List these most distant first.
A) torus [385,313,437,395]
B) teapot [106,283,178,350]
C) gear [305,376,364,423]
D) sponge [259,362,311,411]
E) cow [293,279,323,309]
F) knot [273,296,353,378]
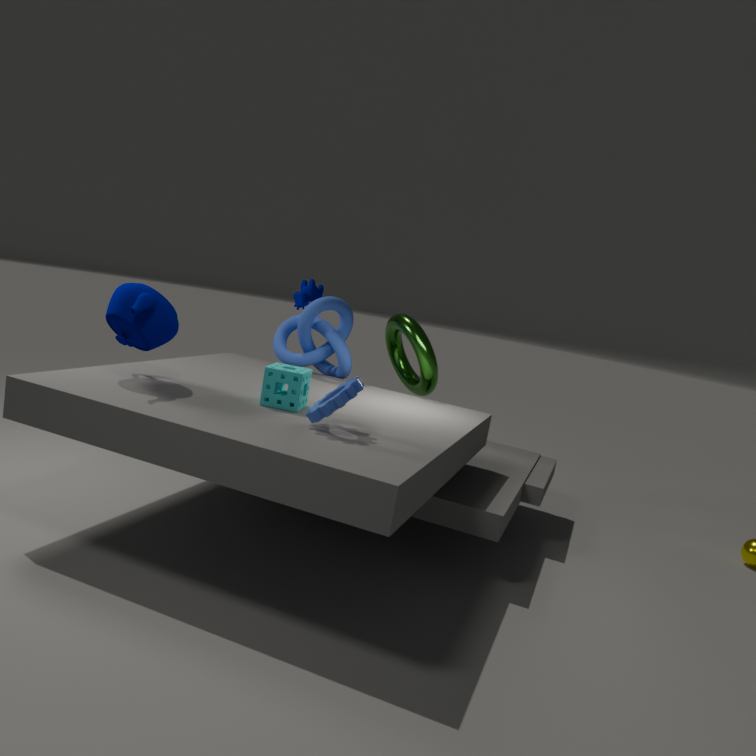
cow [293,279,323,309] → knot [273,296,353,378] → torus [385,313,437,395] → sponge [259,362,311,411] → teapot [106,283,178,350] → gear [305,376,364,423]
